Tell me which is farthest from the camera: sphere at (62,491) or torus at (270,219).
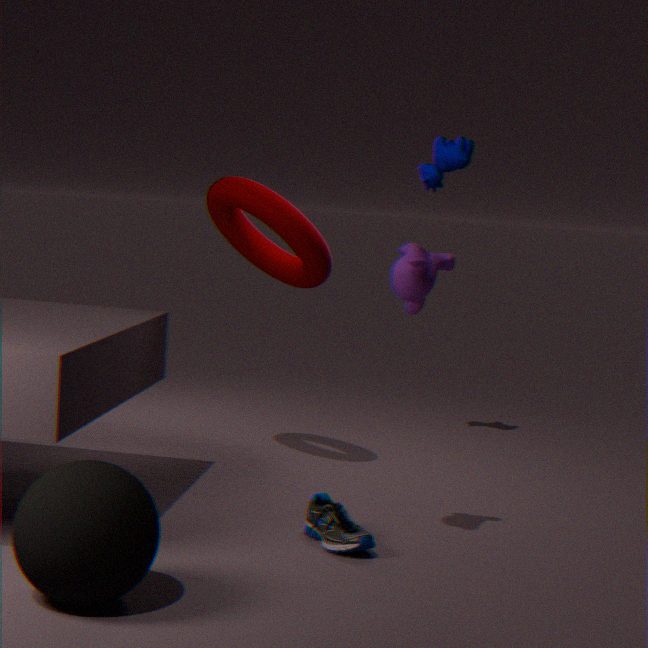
torus at (270,219)
